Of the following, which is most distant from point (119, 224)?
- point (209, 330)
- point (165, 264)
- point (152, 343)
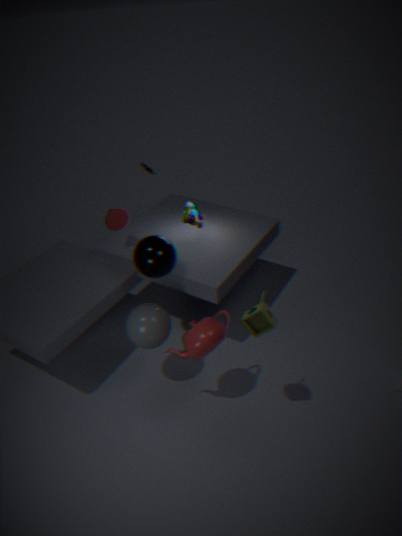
point (209, 330)
